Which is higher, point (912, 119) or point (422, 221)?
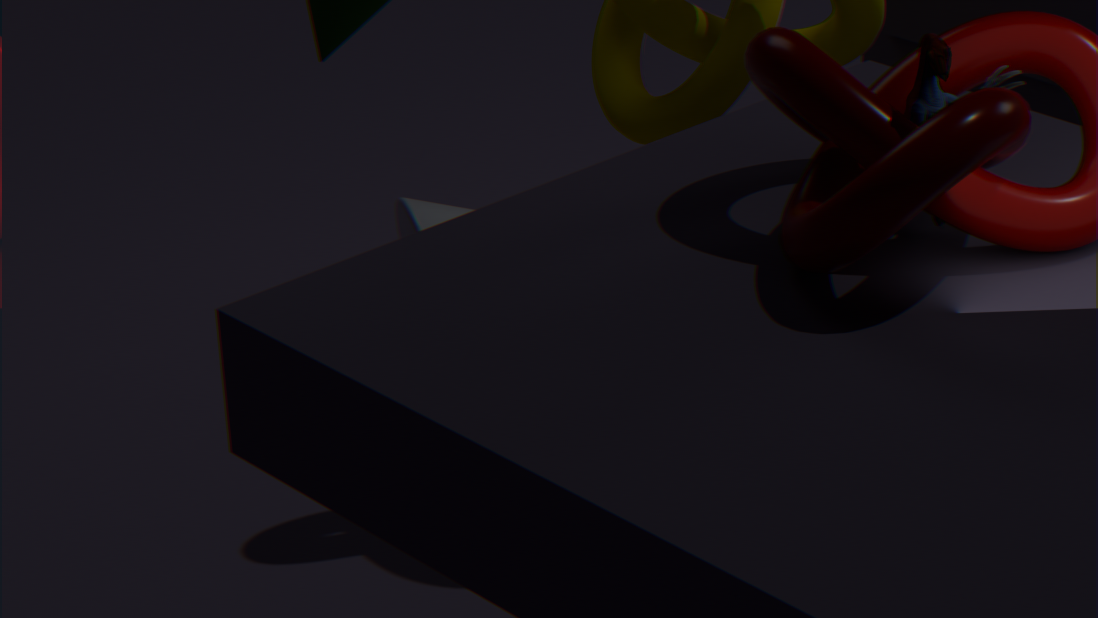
point (912, 119)
